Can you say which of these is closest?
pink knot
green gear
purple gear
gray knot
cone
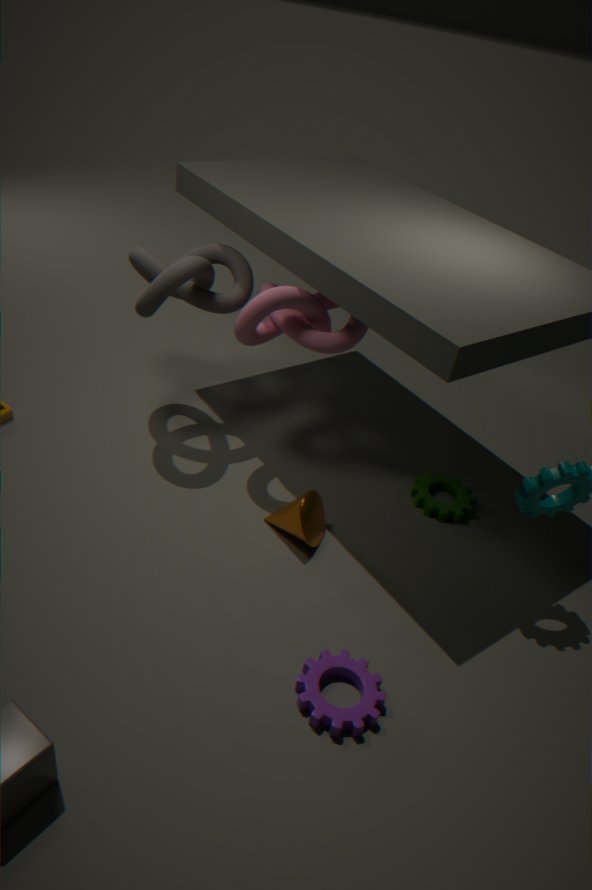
purple gear
